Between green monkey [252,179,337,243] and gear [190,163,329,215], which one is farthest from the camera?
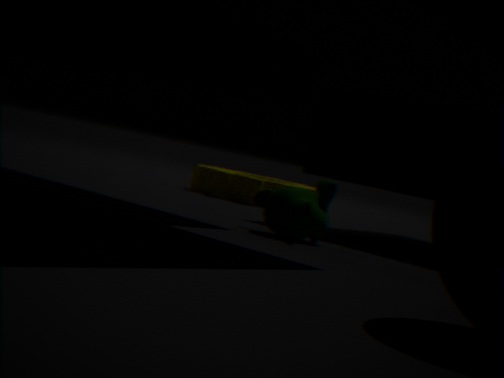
gear [190,163,329,215]
